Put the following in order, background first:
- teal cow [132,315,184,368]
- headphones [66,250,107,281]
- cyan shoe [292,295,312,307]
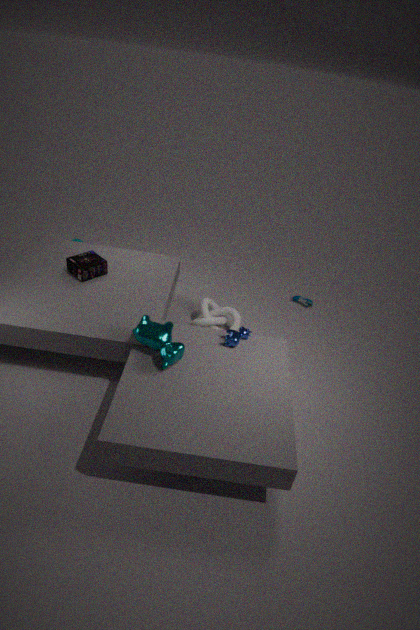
1. cyan shoe [292,295,312,307]
2. headphones [66,250,107,281]
3. teal cow [132,315,184,368]
